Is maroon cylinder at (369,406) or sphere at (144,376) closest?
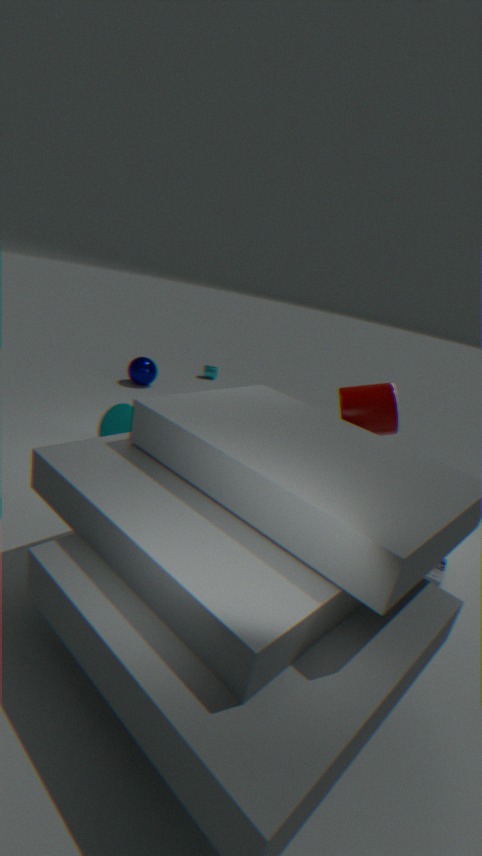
maroon cylinder at (369,406)
